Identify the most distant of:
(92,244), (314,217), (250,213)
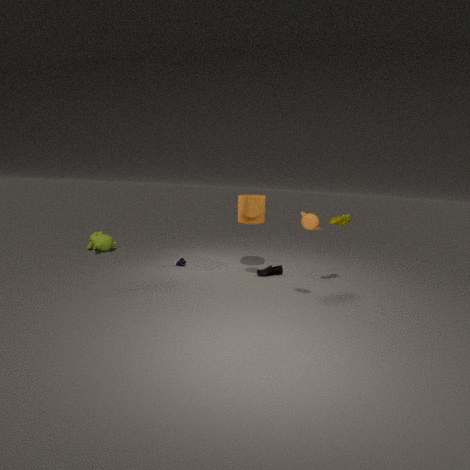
(92,244)
